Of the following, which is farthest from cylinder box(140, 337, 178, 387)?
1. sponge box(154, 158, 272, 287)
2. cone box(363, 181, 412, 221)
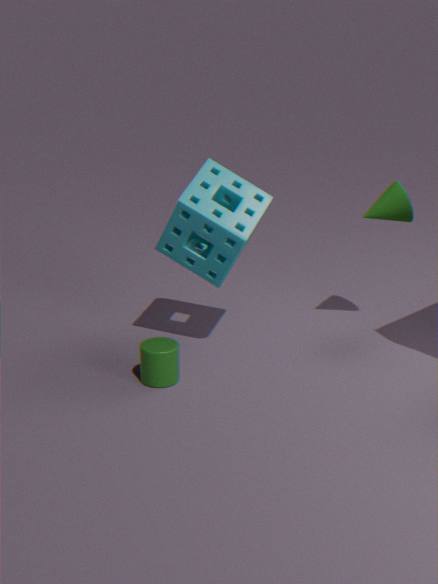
cone box(363, 181, 412, 221)
